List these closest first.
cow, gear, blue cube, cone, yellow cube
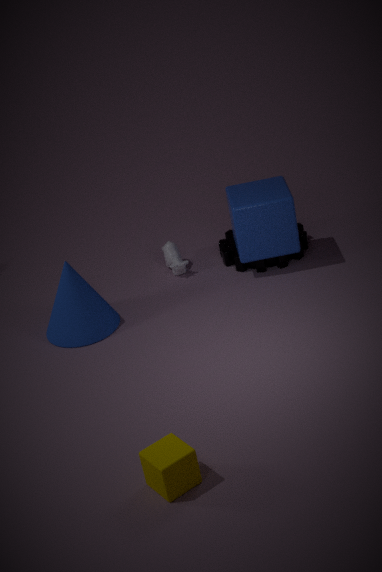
yellow cube < cone < blue cube < gear < cow
